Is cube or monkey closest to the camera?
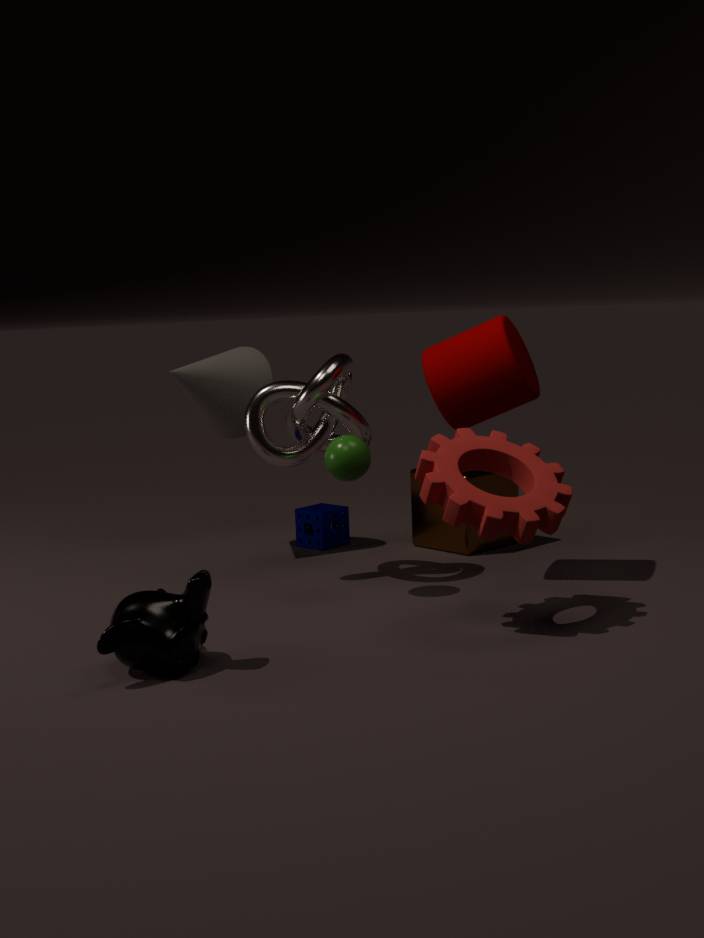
monkey
